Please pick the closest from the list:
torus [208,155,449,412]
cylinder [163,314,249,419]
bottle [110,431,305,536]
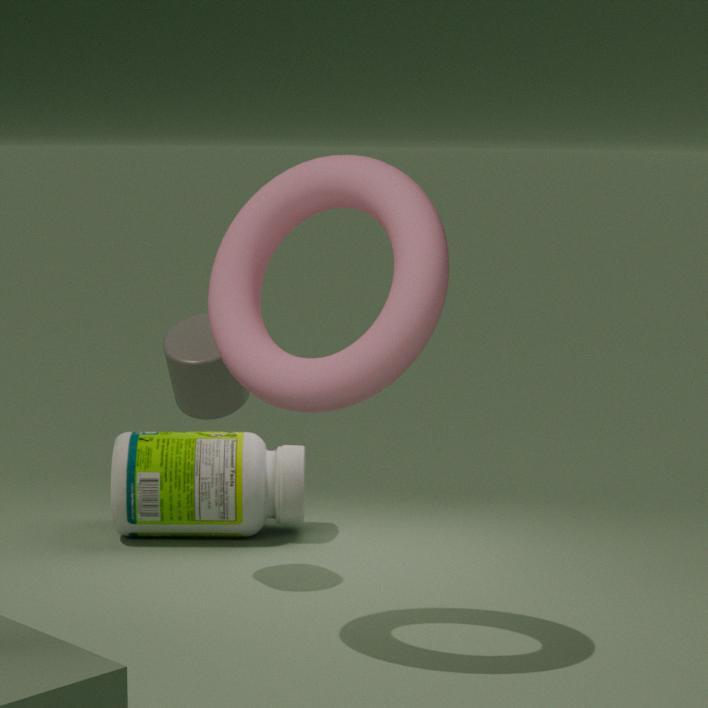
torus [208,155,449,412]
